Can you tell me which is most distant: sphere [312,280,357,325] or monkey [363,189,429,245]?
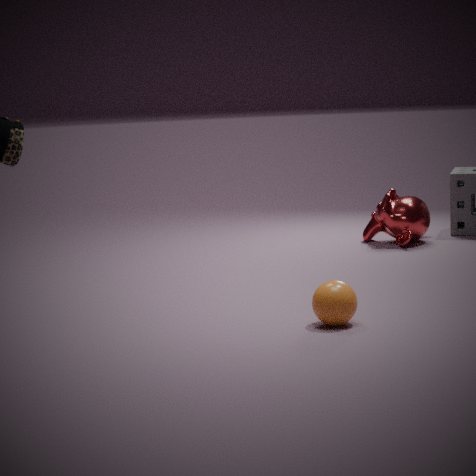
monkey [363,189,429,245]
